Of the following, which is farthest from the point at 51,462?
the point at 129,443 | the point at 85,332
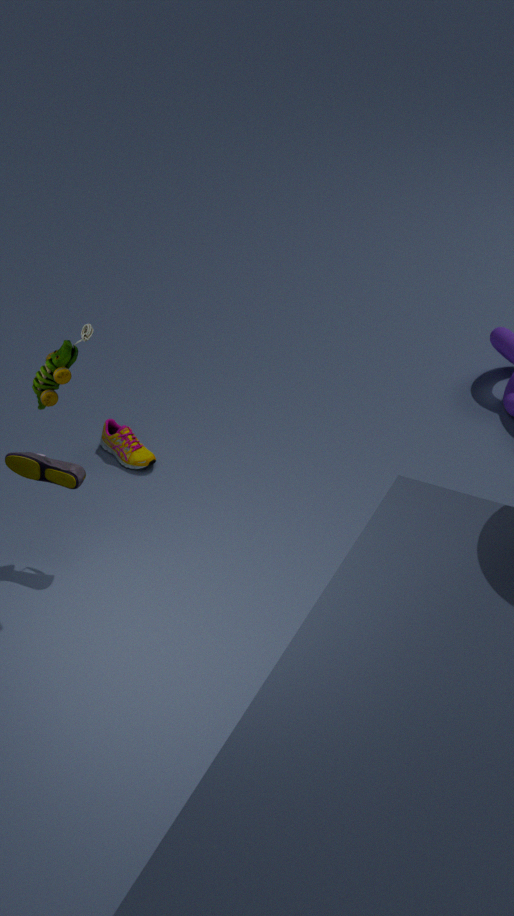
the point at 129,443
